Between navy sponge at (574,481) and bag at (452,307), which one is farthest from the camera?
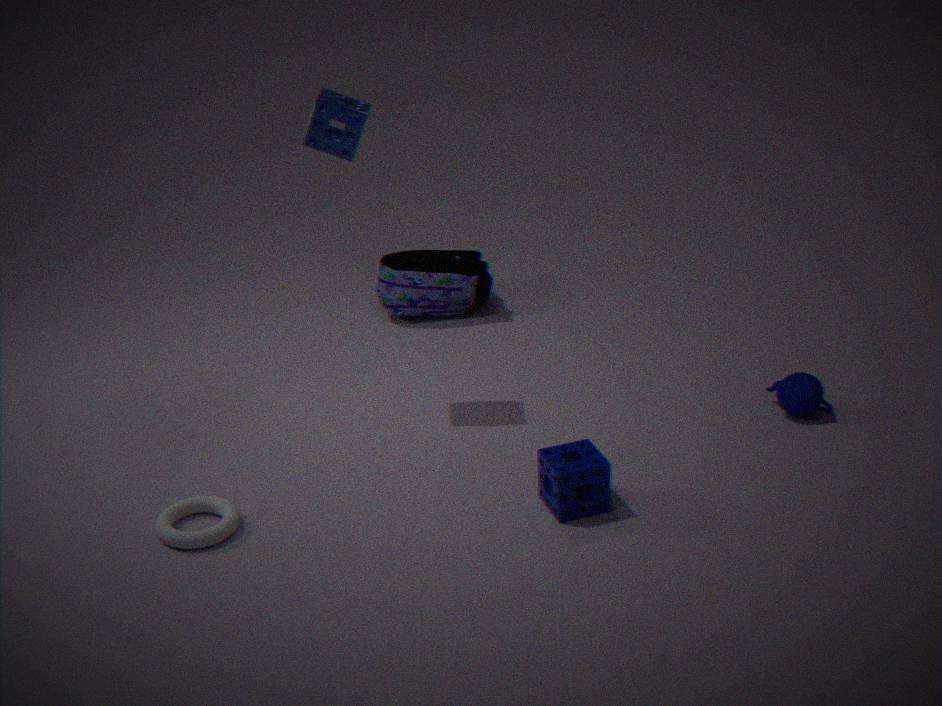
bag at (452,307)
